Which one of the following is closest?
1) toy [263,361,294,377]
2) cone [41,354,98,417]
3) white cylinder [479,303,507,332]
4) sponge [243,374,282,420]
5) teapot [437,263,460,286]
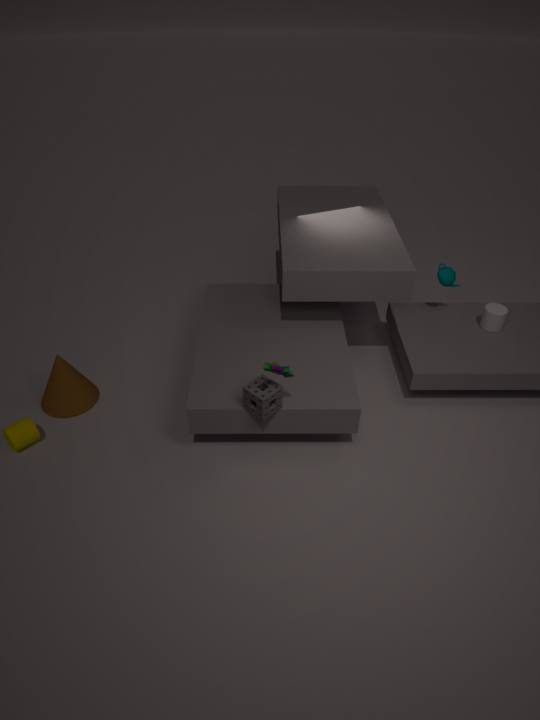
1
